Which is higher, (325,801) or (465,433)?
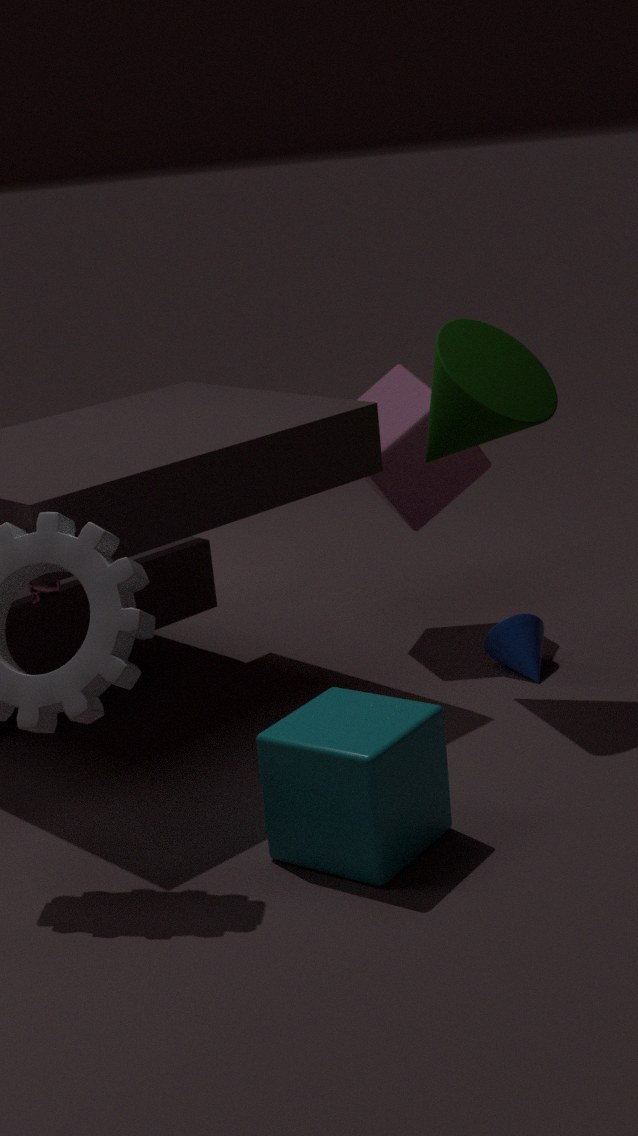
(465,433)
